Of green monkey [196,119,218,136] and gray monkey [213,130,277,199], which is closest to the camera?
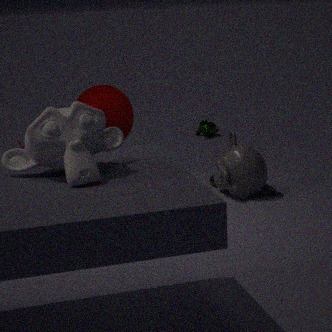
gray monkey [213,130,277,199]
